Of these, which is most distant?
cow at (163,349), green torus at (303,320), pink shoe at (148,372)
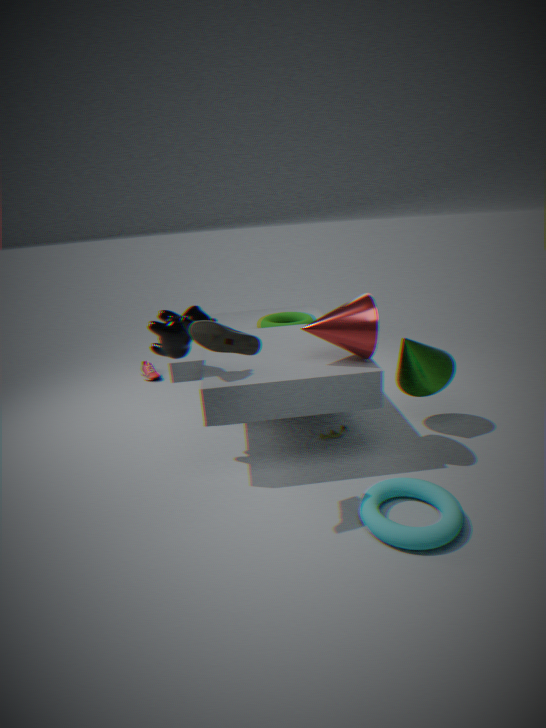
pink shoe at (148,372)
